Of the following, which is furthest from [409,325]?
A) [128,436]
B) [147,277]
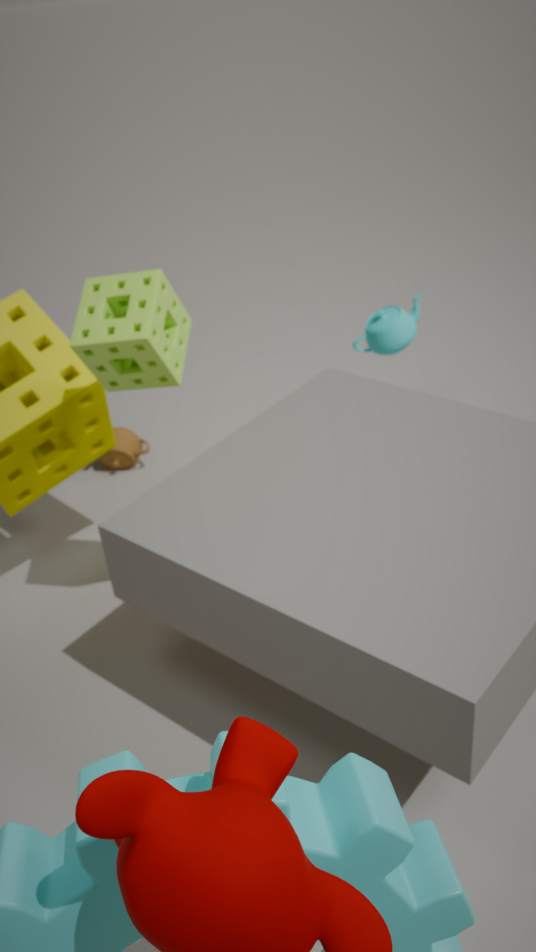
[147,277]
